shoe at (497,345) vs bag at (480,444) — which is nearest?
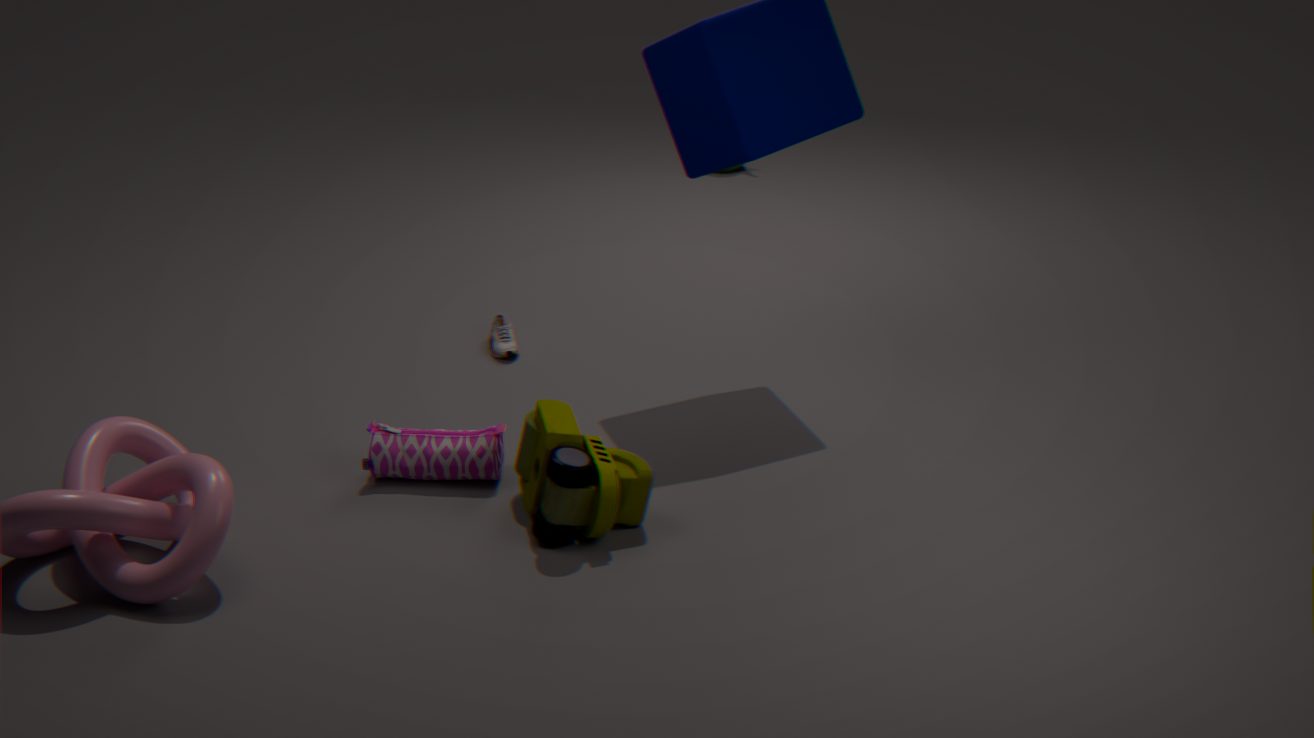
bag at (480,444)
